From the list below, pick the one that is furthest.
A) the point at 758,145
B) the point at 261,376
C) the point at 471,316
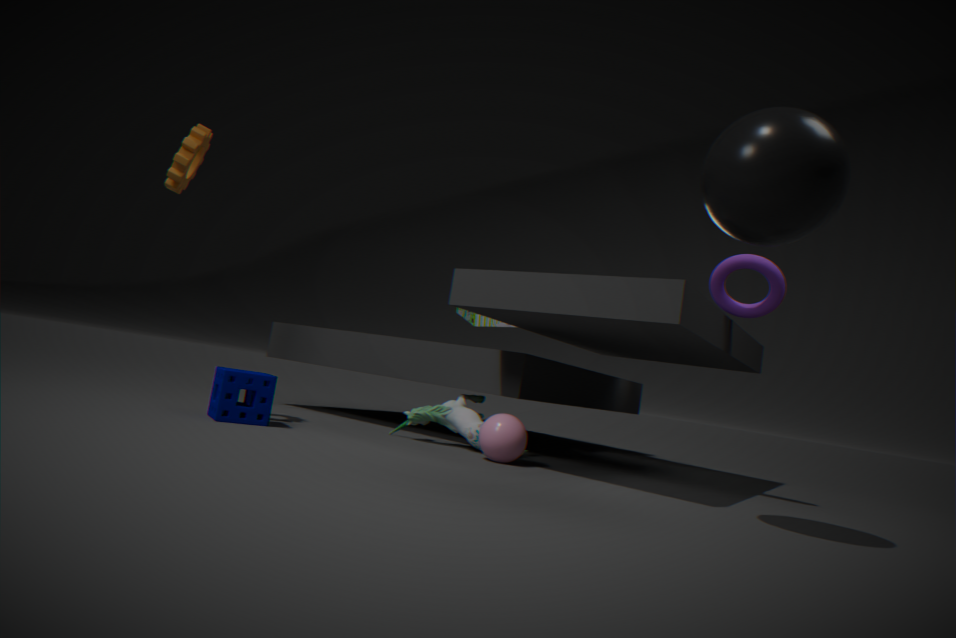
the point at 471,316
